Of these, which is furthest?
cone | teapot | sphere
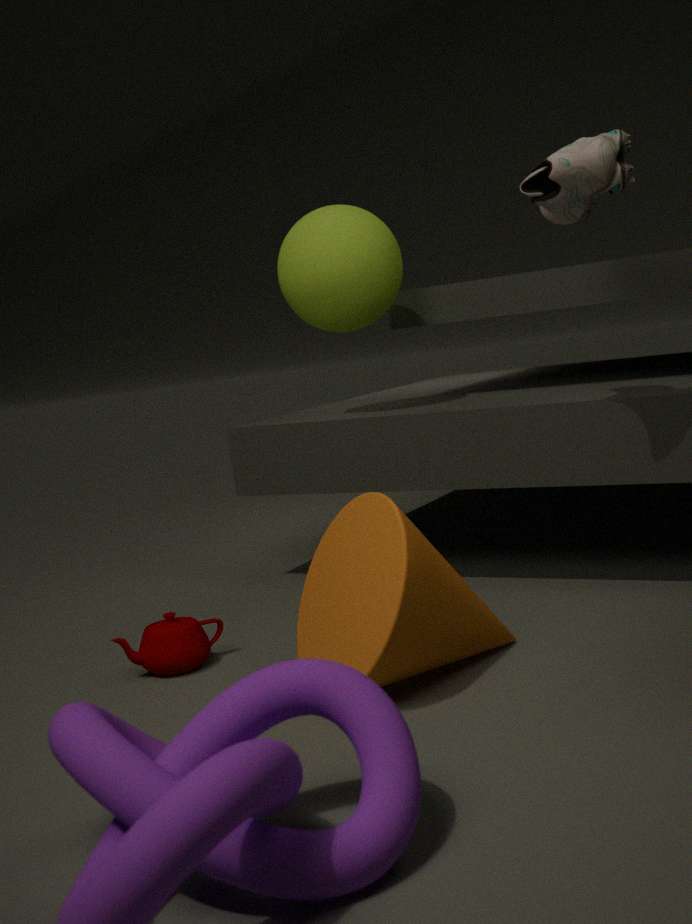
sphere
